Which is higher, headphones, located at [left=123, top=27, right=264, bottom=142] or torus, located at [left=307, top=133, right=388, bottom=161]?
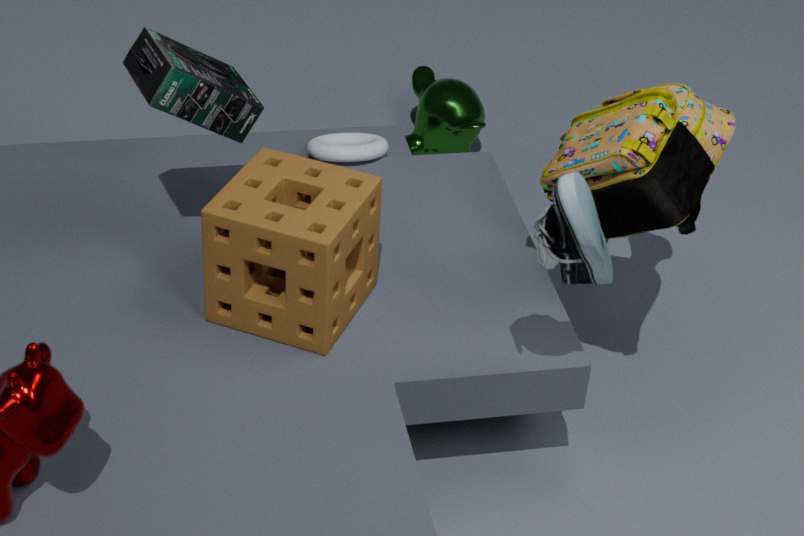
headphones, located at [left=123, top=27, right=264, bottom=142]
